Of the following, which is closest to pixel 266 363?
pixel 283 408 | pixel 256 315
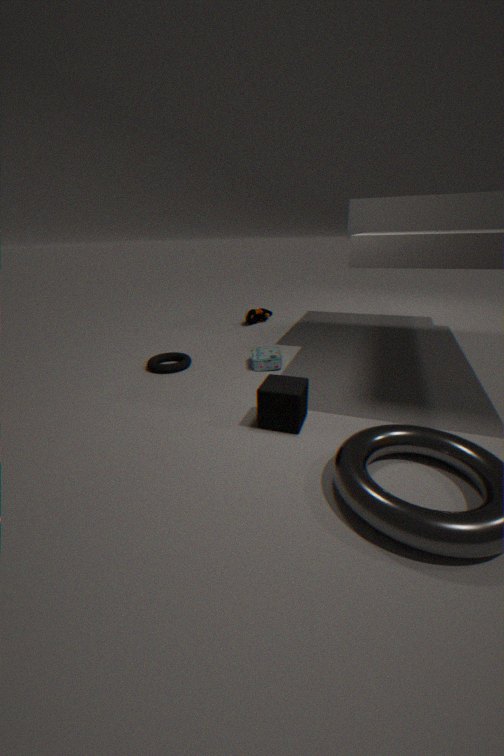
pixel 283 408
